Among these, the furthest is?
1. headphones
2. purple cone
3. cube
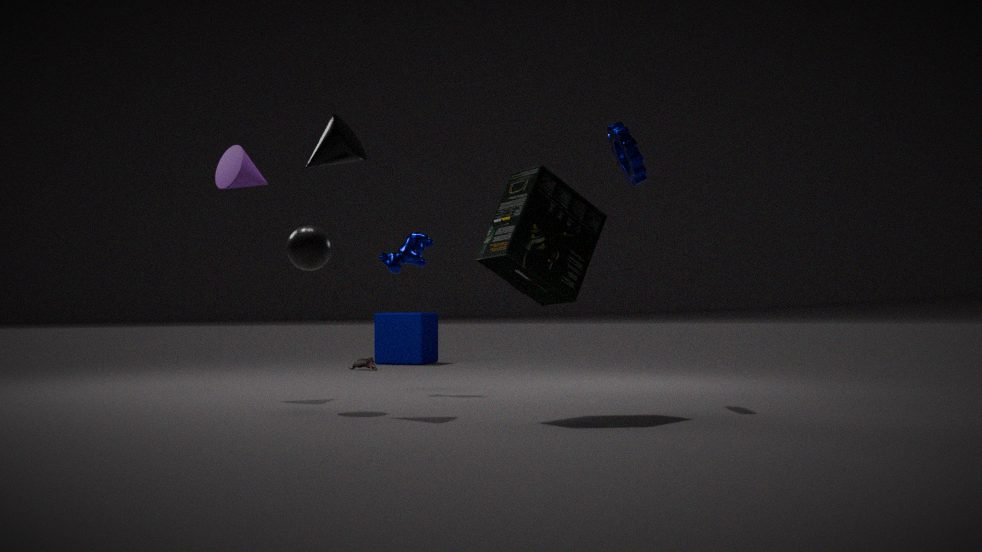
cube
